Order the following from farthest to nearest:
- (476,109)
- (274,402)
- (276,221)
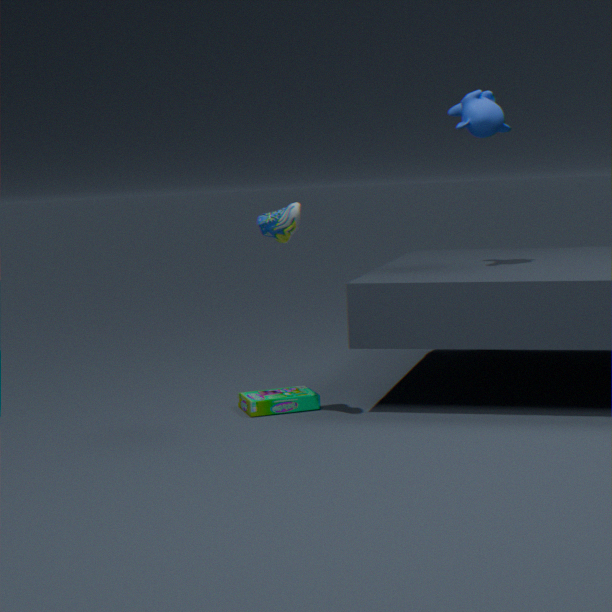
(274,402)
(476,109)
(276,221)
